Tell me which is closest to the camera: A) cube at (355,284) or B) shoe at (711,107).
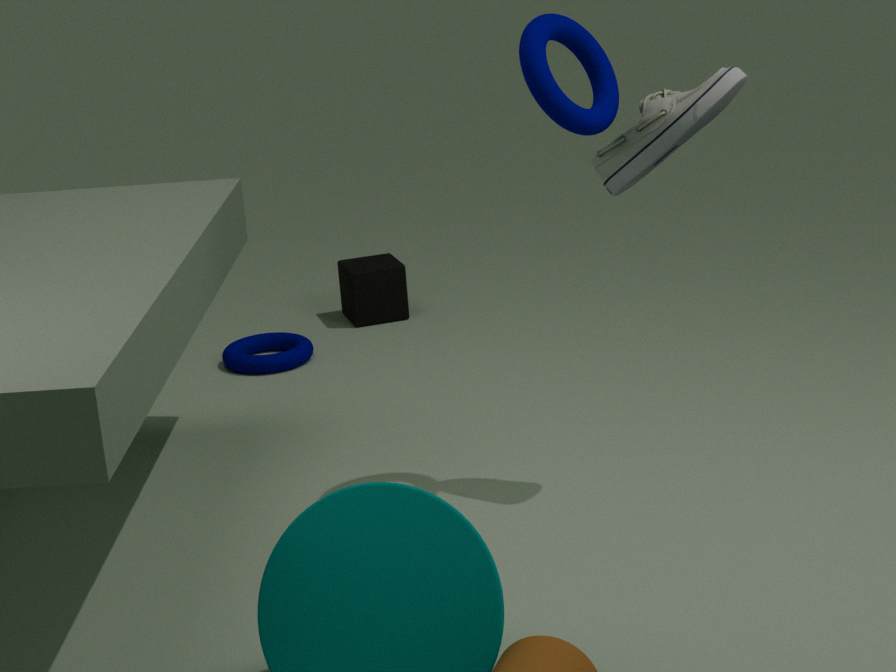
B. shoe at (711,107)
